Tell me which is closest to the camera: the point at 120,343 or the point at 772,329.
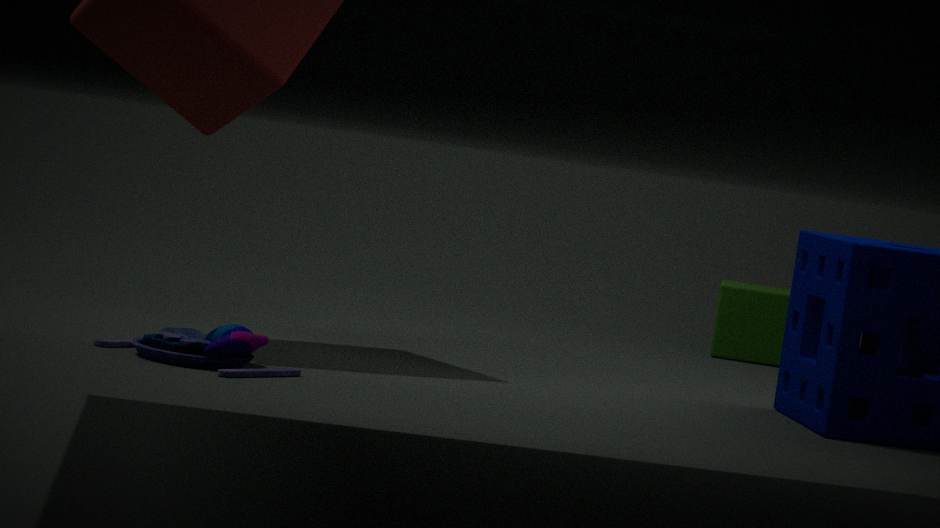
the point at 120,343
